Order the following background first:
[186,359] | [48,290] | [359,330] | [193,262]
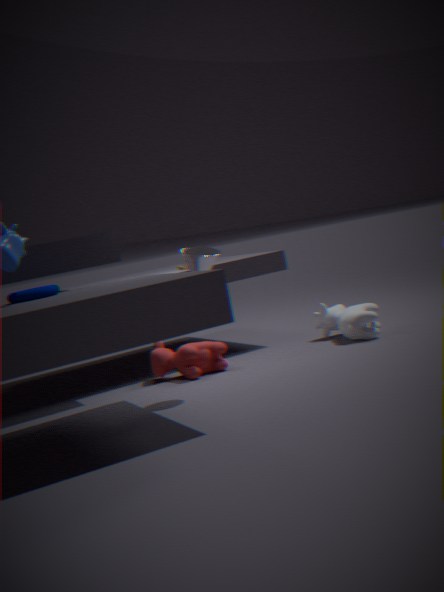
1. [359,330]
2. [186,359]
3. [193,262]
4. [48,290]
